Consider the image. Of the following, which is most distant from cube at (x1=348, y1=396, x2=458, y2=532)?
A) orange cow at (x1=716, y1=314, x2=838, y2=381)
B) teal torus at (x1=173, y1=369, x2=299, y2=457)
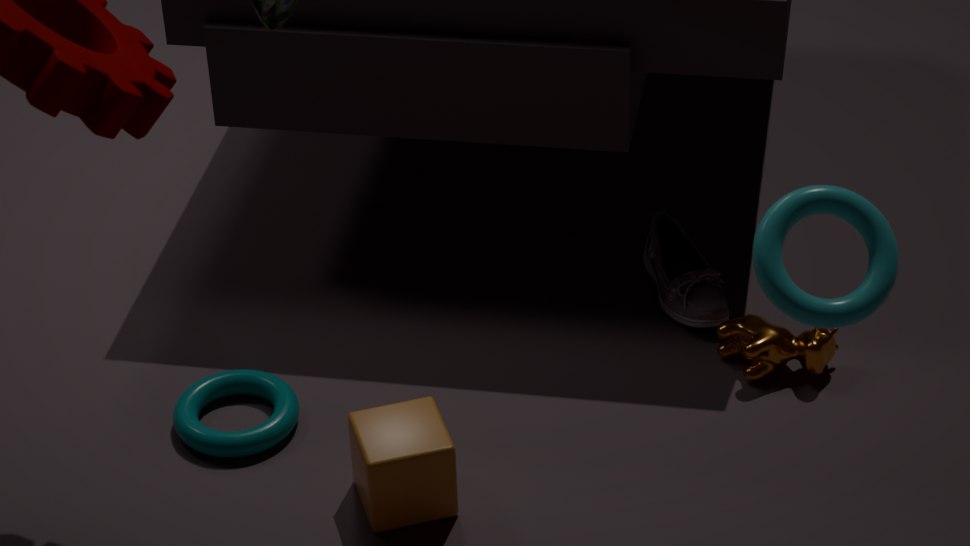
orange cow at (x1=716, y1=314, x2=838, y2=381)
